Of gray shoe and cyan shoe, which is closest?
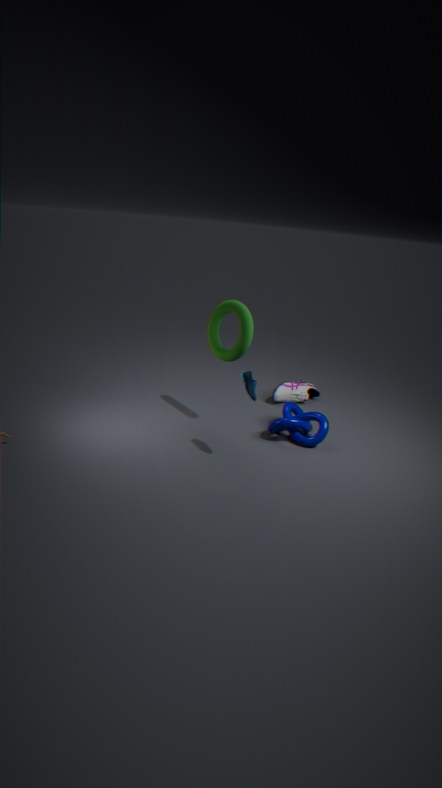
cyan shoe
